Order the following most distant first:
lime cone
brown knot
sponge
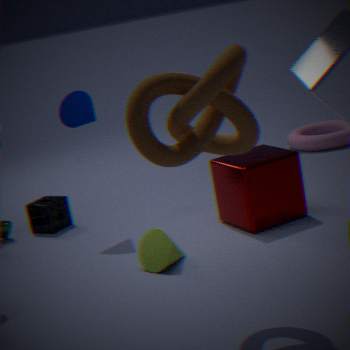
1. sponge
2. lime cone
3. brown knot
